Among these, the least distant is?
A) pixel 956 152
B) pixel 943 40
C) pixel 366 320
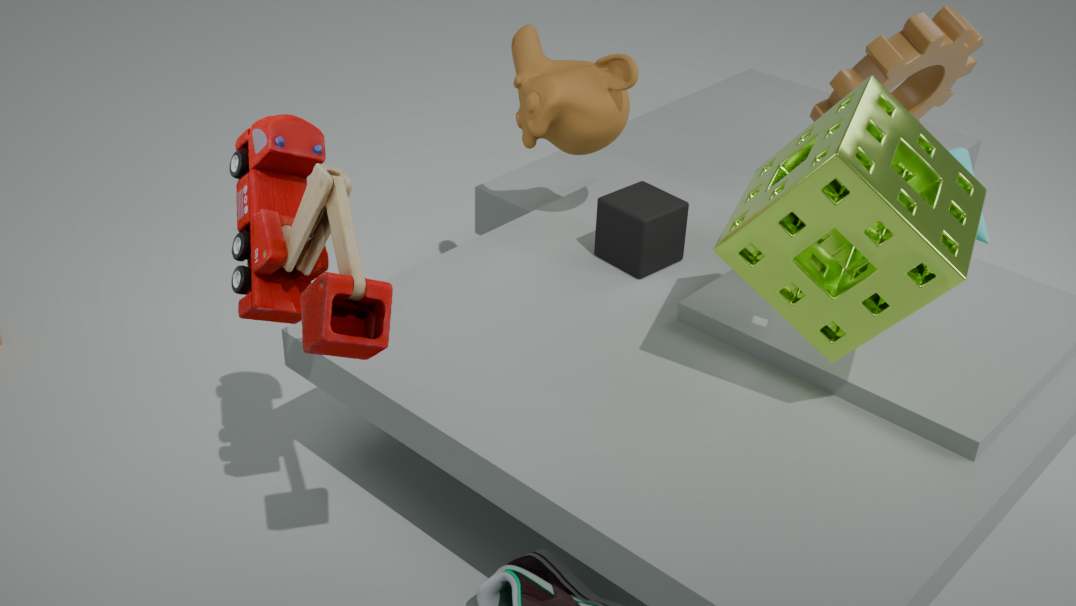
pixel 366 320
